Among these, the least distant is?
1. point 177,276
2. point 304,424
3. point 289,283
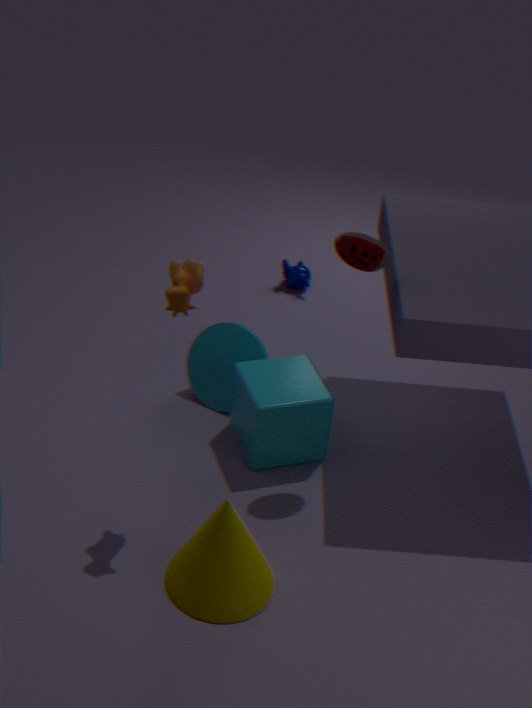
point 177,276
